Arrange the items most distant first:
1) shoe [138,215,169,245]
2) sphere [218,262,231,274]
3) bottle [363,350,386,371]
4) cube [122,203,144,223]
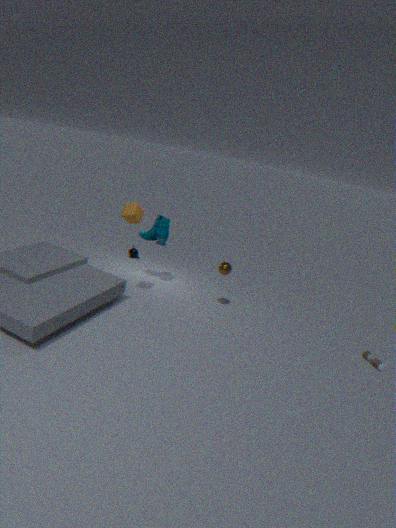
1. shoe [138,215,169,245]
2. sphere [218,262,231,274]
4. cube [122,203,144,223]
3. bottle [363,350,386,371]
